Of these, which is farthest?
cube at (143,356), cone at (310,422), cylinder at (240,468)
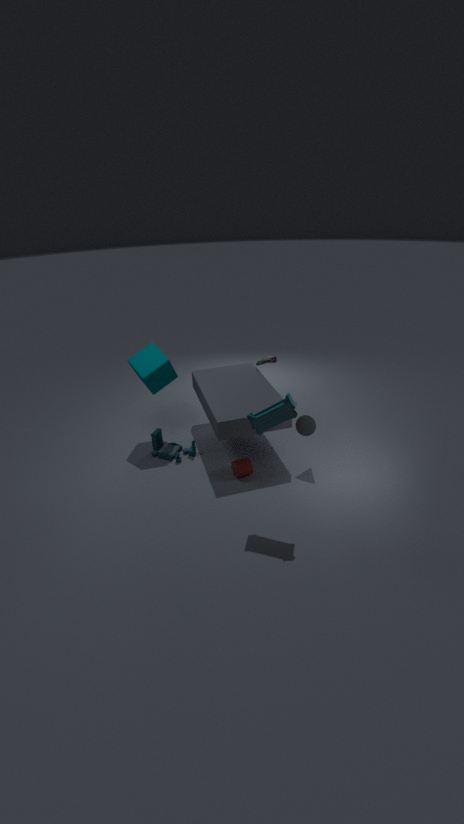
cube at (143,356)
